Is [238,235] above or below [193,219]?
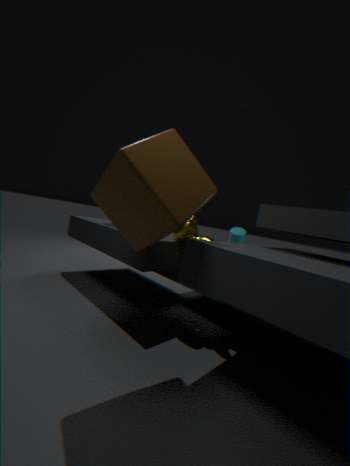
above
